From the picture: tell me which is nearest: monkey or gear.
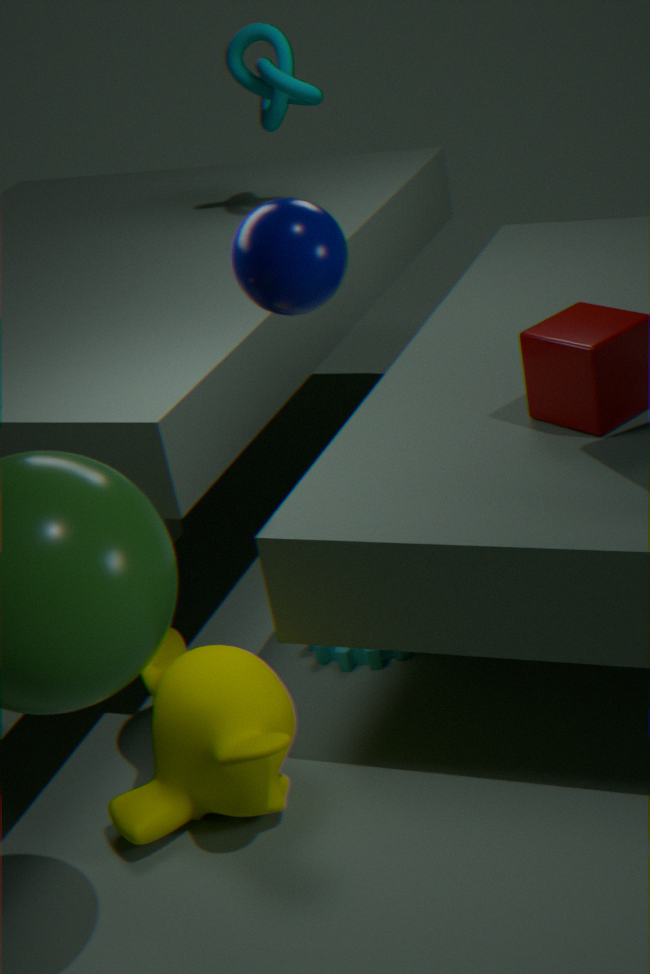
monkey
